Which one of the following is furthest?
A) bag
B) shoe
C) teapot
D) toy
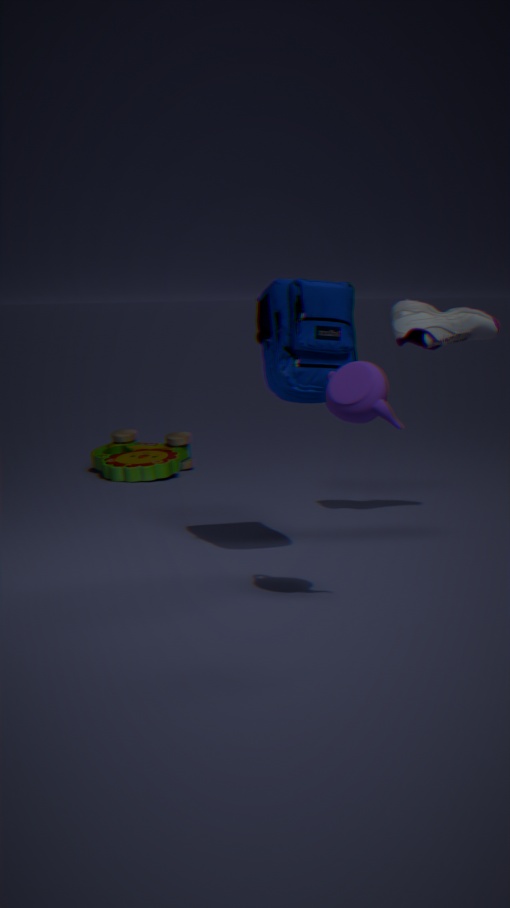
toy
